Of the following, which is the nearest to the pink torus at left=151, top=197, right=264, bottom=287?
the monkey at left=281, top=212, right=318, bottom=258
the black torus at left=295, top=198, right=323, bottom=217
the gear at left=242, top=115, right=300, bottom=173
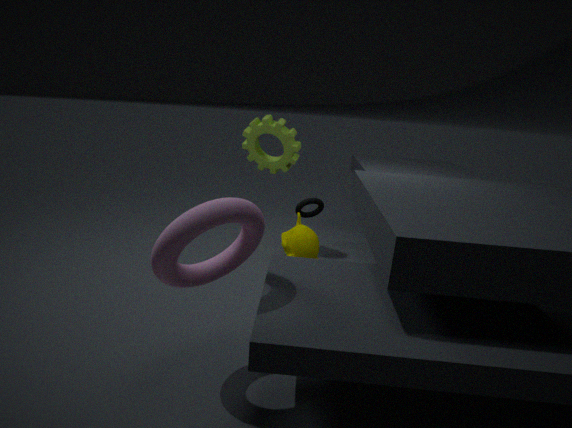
the monkey at left=281, top=212, right=318, bottom=258
